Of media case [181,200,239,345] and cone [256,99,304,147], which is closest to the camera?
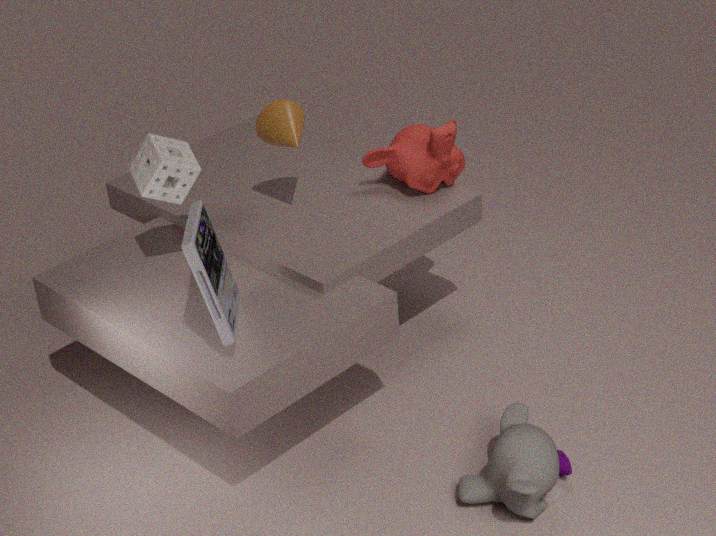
media case [181,200,239,345]
